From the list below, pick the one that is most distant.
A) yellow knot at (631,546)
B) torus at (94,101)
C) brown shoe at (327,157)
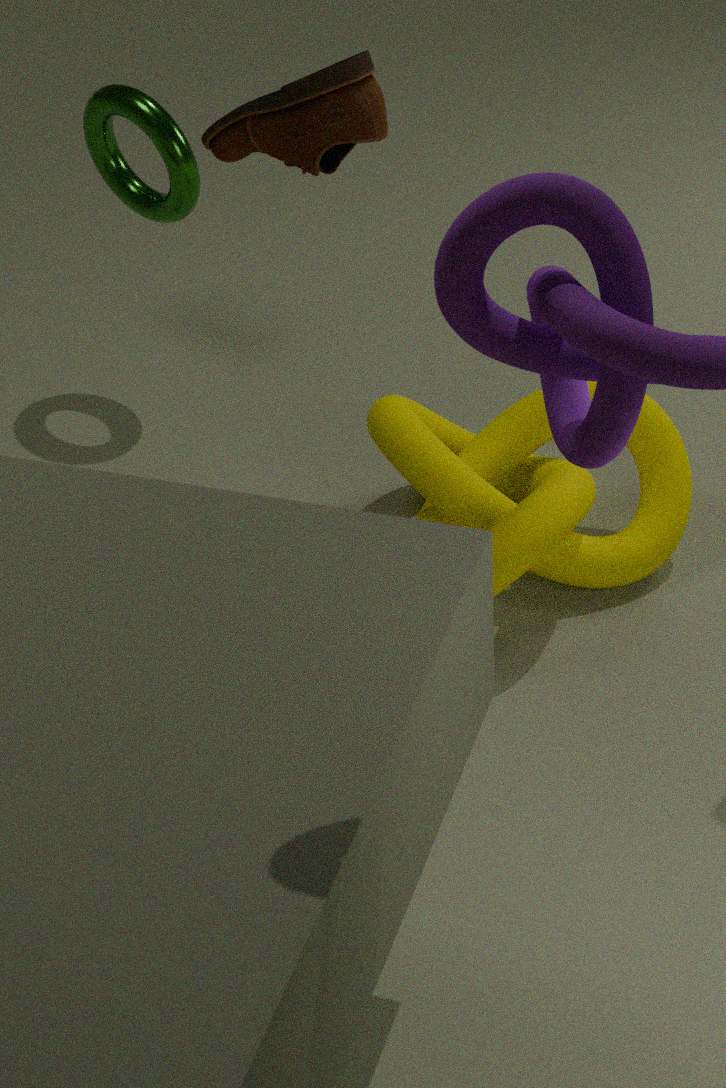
torus at (94,101)
